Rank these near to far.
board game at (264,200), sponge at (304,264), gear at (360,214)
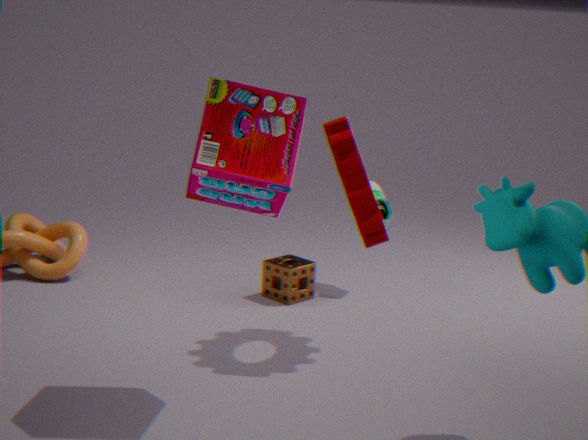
1. board game at (264,200)
2. gear at (360,214)
3. sponge at (304,264)
